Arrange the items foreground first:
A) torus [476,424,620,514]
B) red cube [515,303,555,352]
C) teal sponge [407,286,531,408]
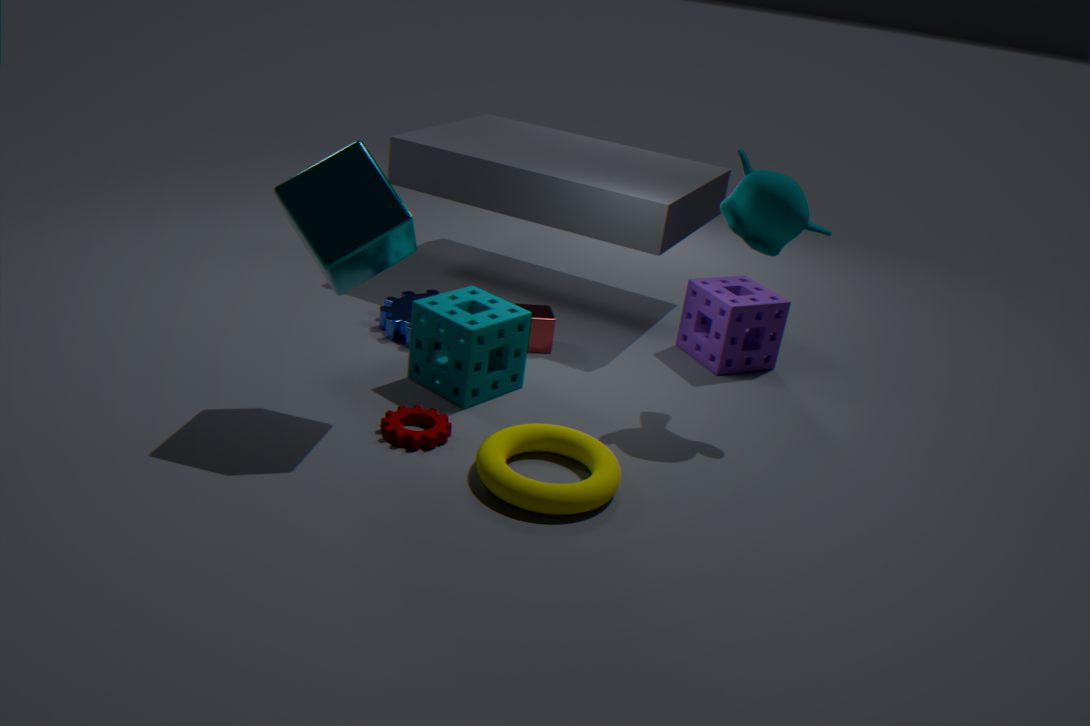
1. torus [476,424,620,514]
2. teal sponge [407,286,531,408]
3. red cube [515,303,555,352]
